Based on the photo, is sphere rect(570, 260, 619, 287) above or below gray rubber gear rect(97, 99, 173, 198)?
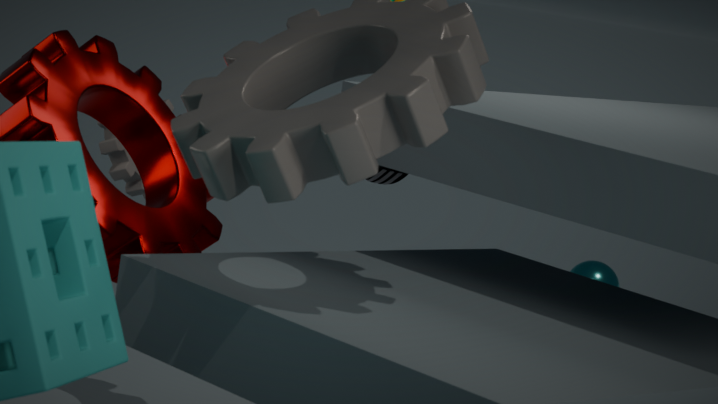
below
